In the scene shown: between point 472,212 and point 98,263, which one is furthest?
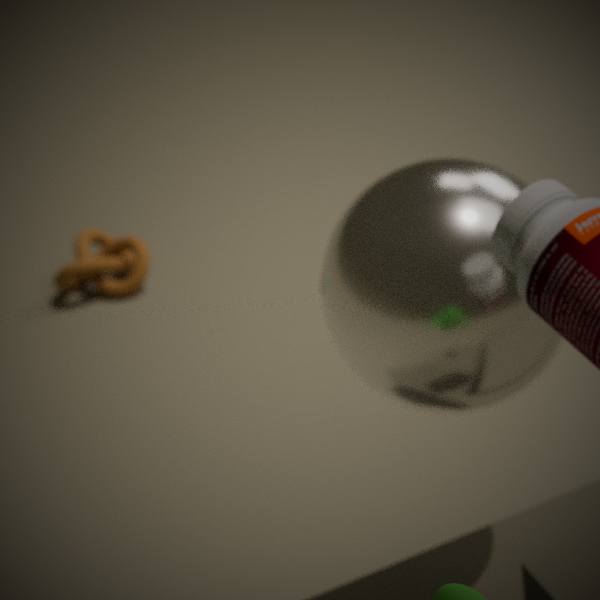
point 98,263
